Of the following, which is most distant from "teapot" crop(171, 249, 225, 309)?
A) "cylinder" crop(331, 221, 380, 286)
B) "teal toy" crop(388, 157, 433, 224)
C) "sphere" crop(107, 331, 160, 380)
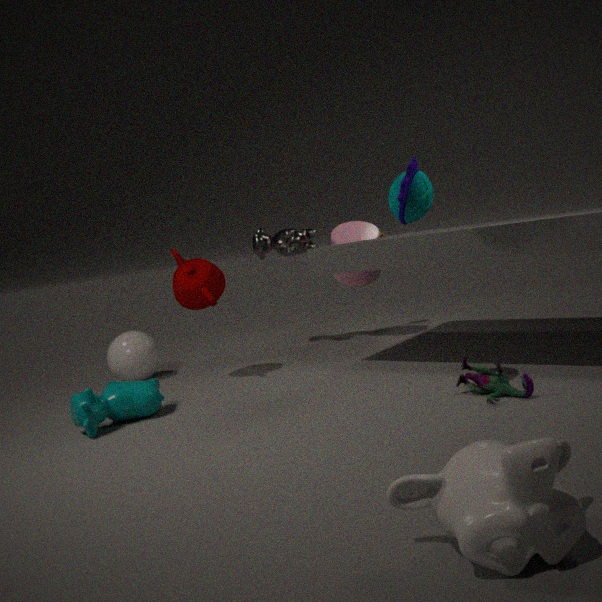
"teal toy" crop(388, 157, 433, 224)
